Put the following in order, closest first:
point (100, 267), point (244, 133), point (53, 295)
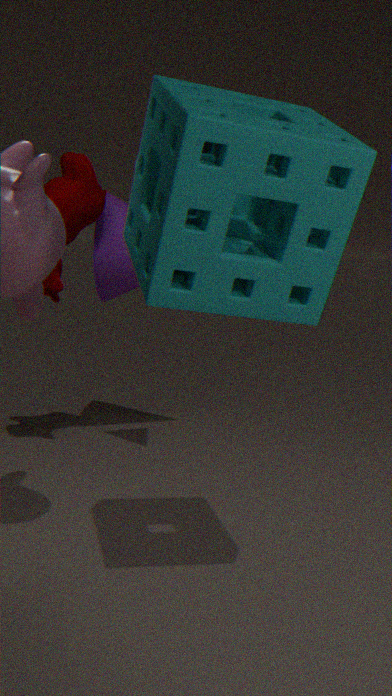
point (244, 133), point (53, 295), point (100, 267)
